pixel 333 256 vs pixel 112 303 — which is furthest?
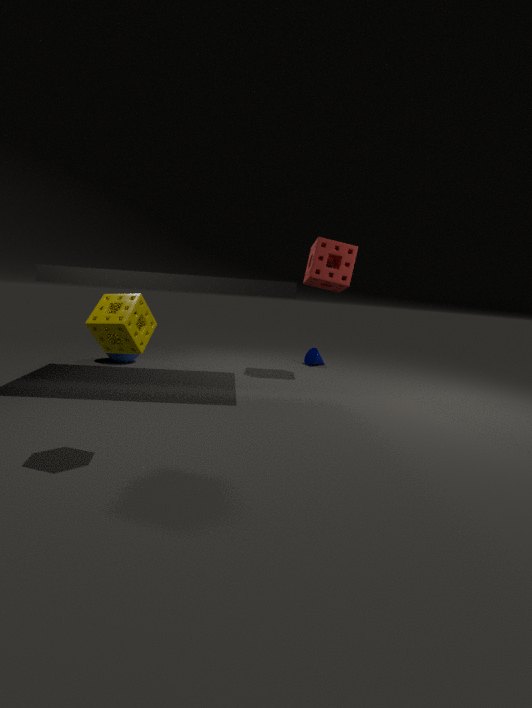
pixel 333 256
